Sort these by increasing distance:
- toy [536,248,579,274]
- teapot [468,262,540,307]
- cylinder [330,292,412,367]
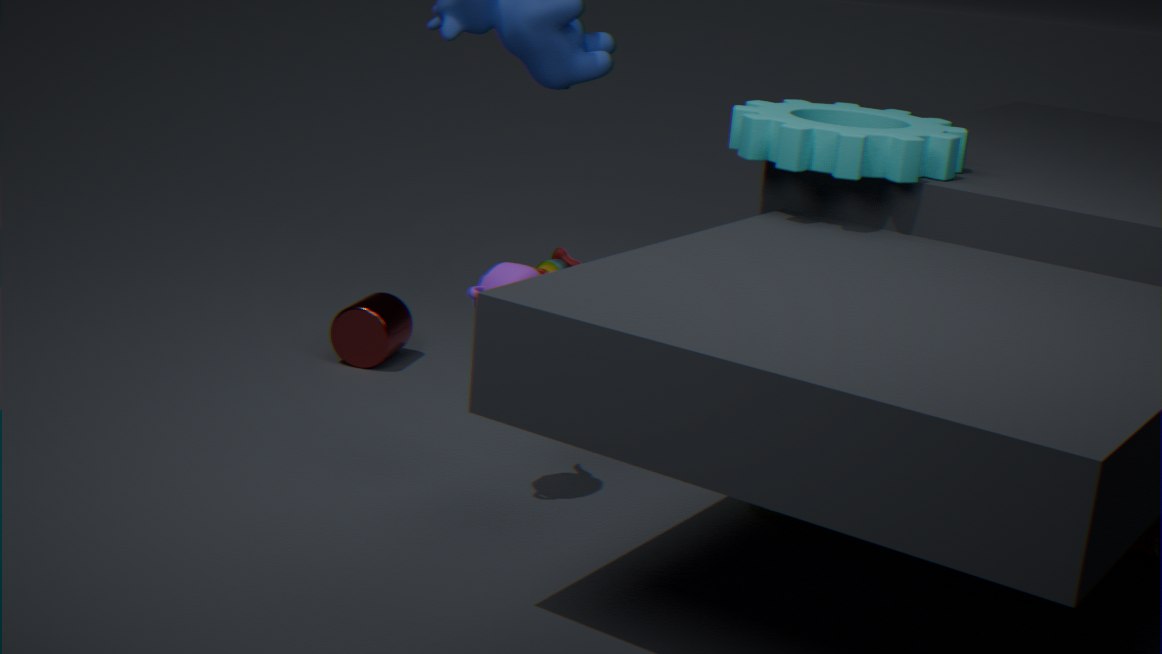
teapot [468,262,540,307] → cylinder [330,292,412,367] → toy [536,248,579,274]
